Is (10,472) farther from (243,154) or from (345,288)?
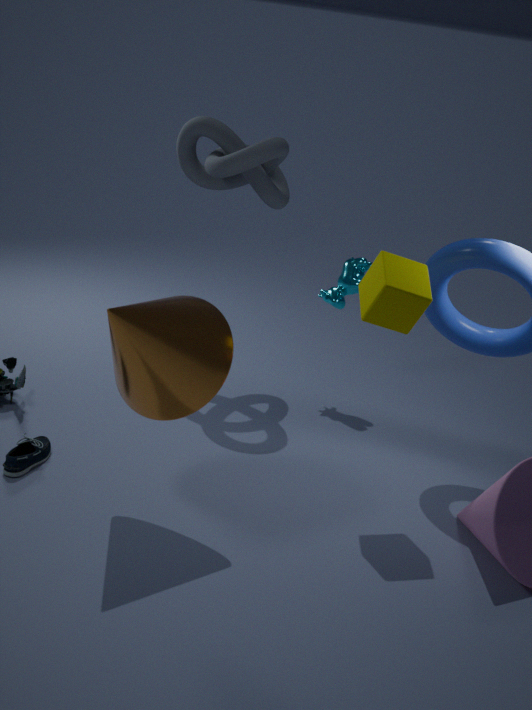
(345,288)
